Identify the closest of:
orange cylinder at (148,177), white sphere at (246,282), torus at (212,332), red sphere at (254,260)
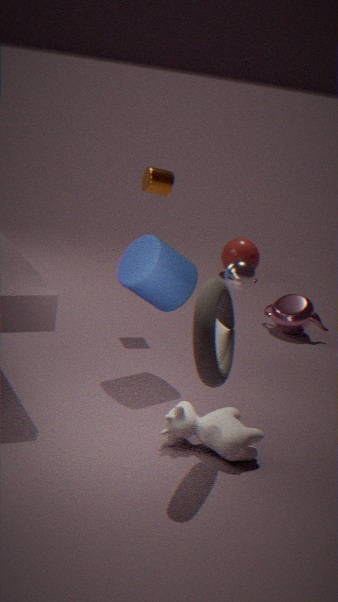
torus at (212,332)
